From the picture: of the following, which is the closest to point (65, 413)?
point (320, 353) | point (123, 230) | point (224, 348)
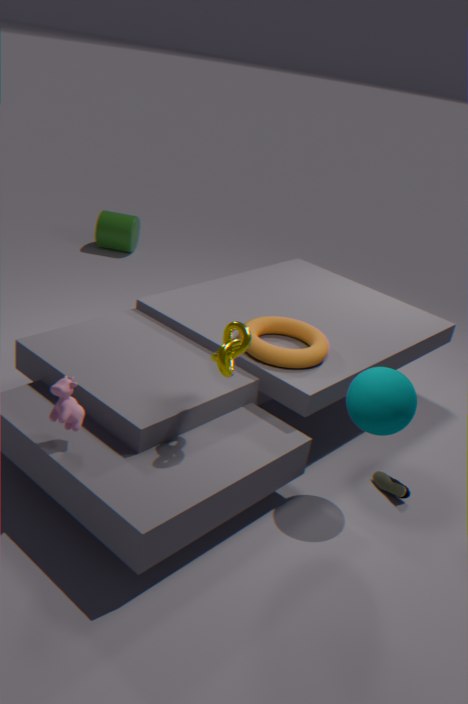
point (224, 348)
